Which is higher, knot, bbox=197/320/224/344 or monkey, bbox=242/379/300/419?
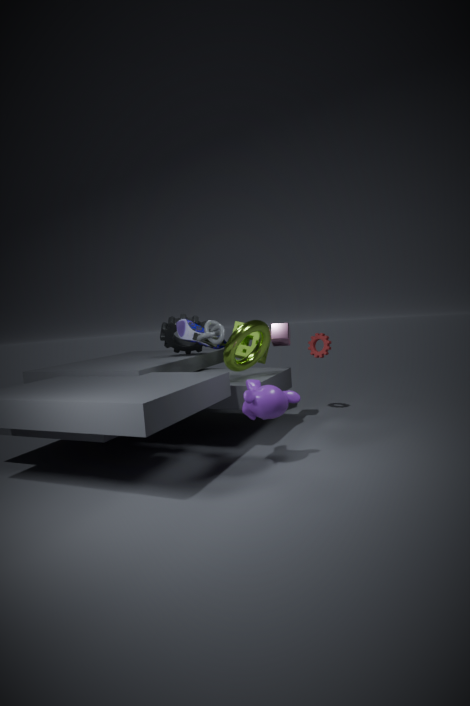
knot, bbox=197/320/224/344
